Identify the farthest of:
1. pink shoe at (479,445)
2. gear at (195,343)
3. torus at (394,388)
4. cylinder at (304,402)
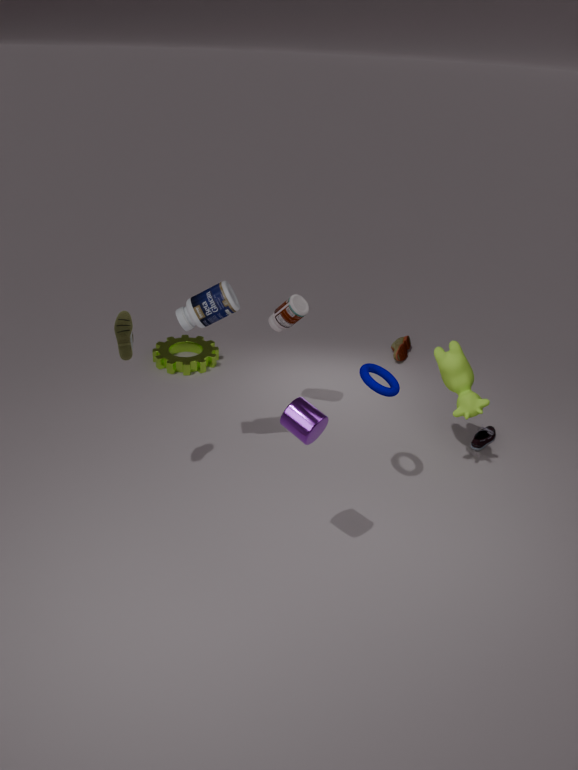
gear at (195,343)
